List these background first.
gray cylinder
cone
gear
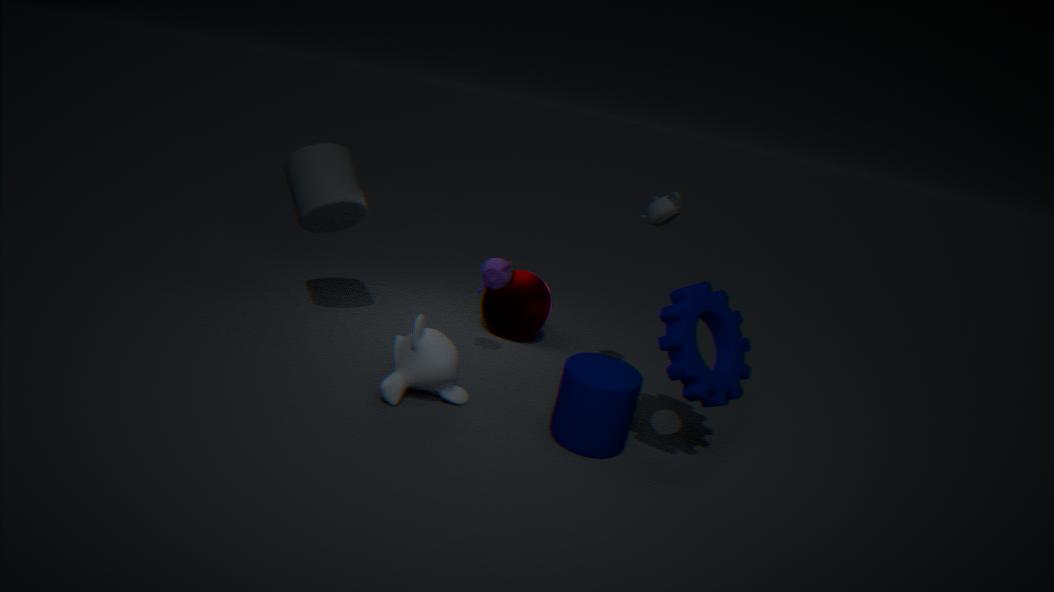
1. cone
2. gray cylinder
3. gear
